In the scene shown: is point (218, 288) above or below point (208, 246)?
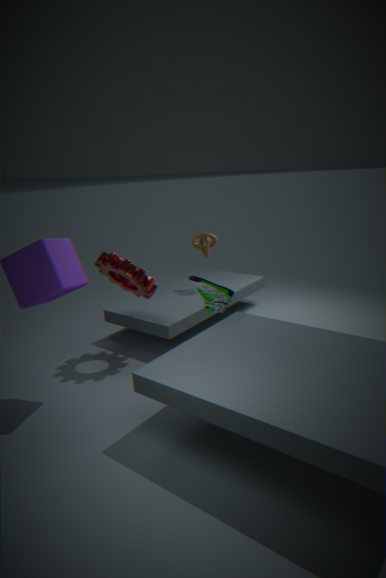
below
